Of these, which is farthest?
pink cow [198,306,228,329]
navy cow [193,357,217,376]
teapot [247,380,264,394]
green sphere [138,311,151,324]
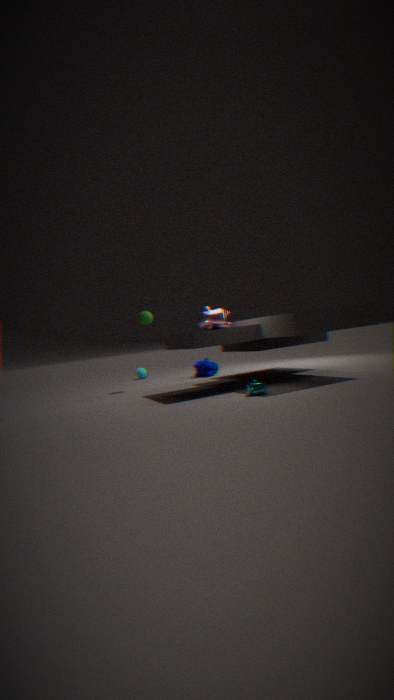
navy cow [193,357,217,376]
